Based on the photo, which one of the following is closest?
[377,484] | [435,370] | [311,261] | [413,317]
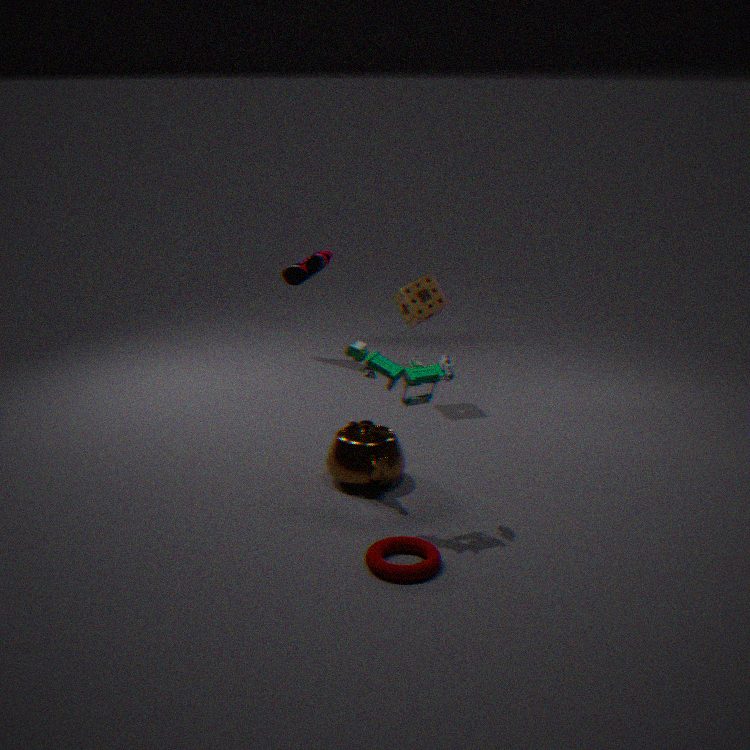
[435,370]
